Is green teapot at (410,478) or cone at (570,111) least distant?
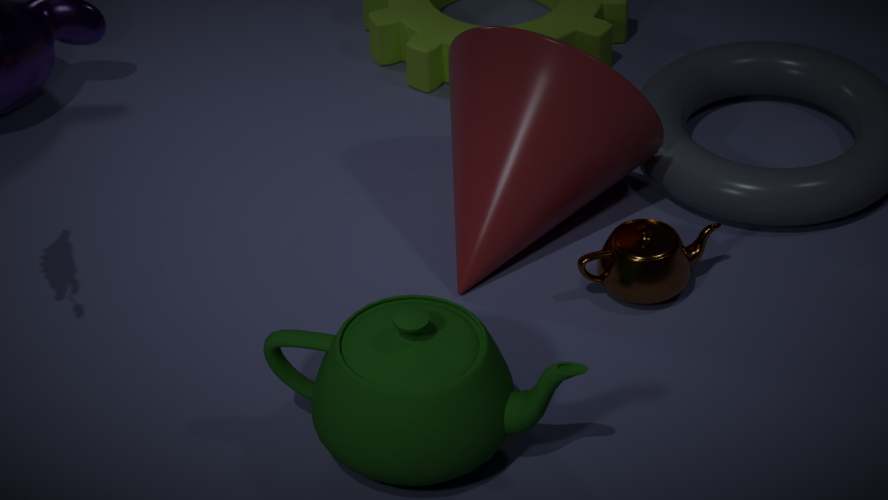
green teapot at (410,478)
